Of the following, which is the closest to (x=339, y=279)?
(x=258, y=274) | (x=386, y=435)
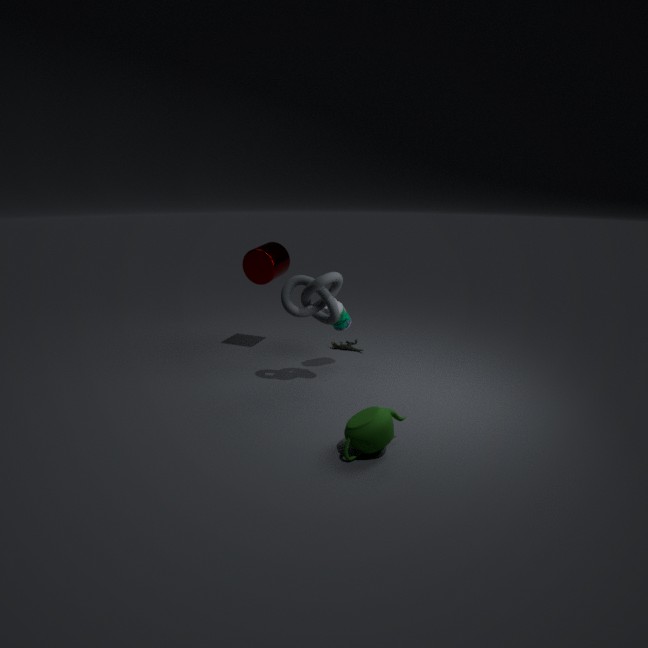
(x=258, y=274)
